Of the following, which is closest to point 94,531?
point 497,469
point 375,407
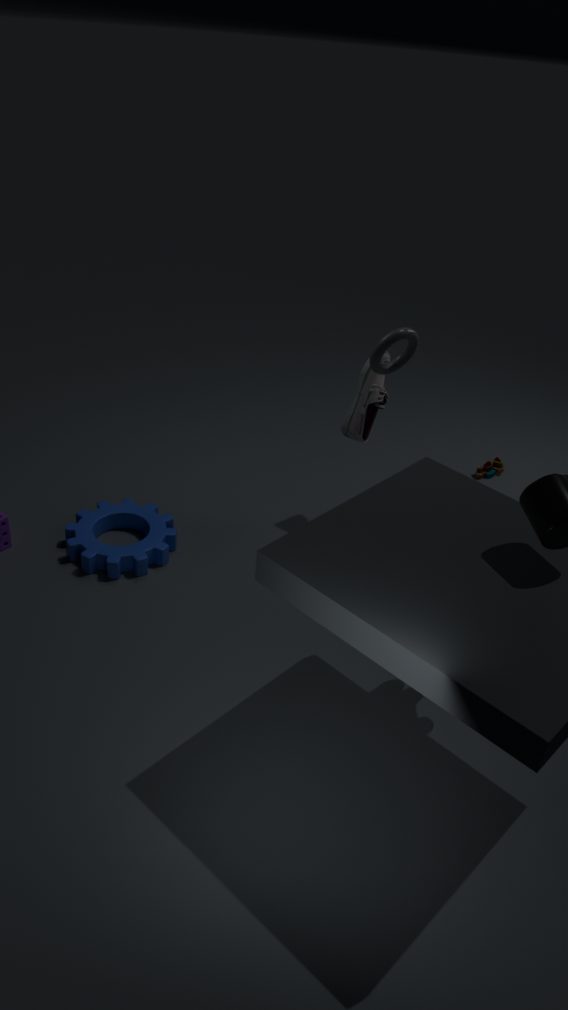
point 375,407
